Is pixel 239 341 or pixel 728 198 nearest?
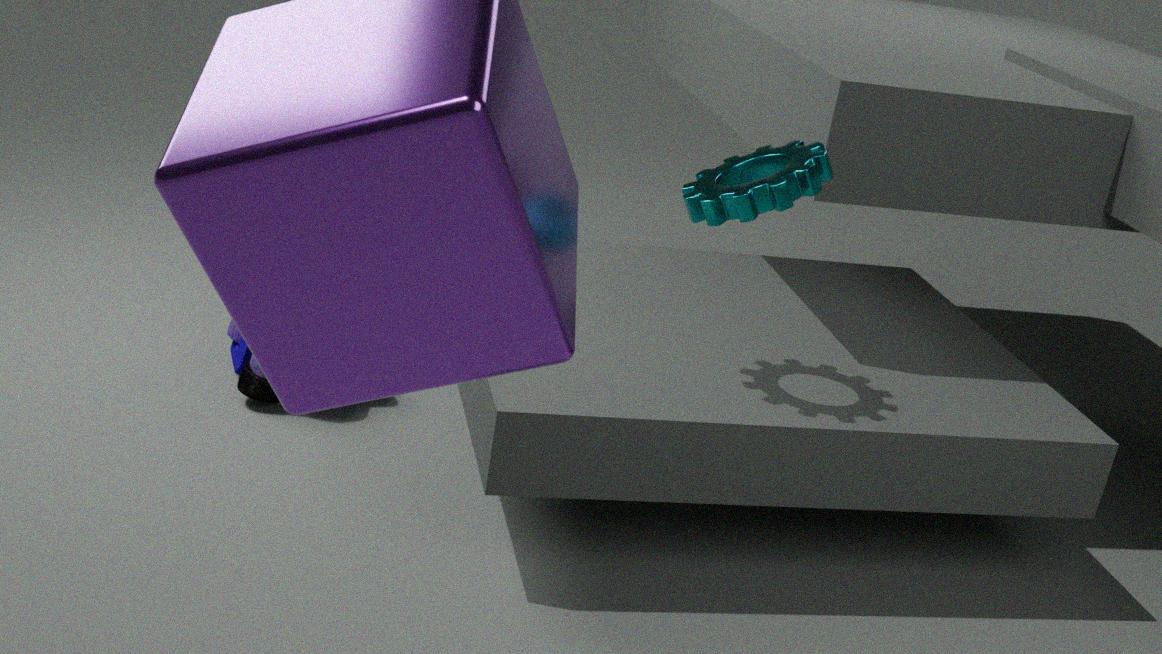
pixel 728 198
